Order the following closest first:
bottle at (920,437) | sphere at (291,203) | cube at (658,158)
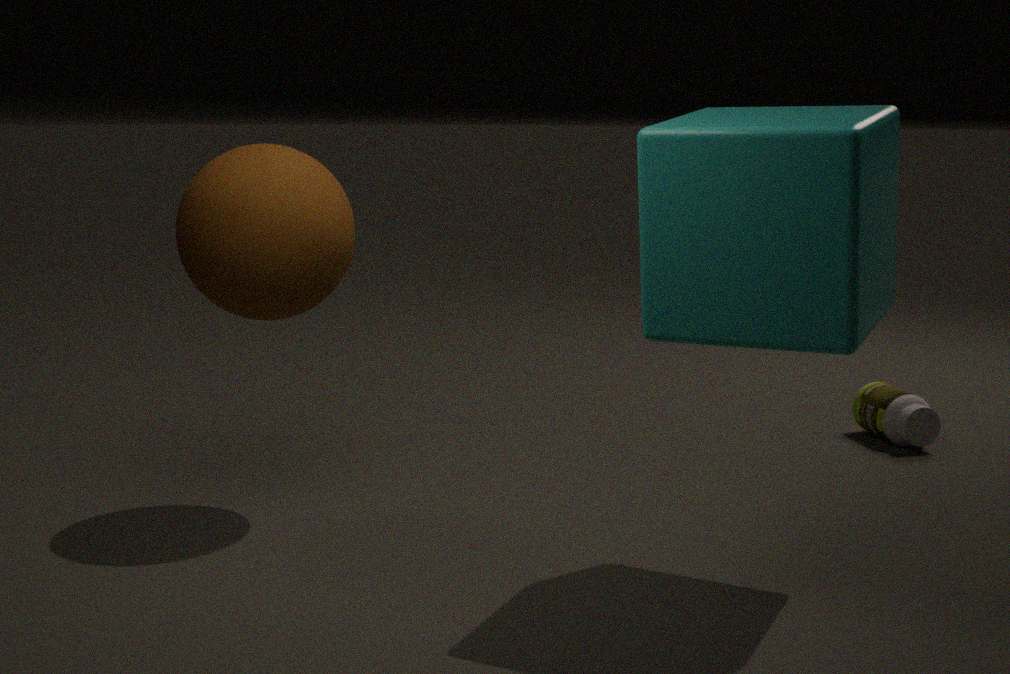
cube at (658,158) → sphere at (291,203) → bottle at (920,437)
